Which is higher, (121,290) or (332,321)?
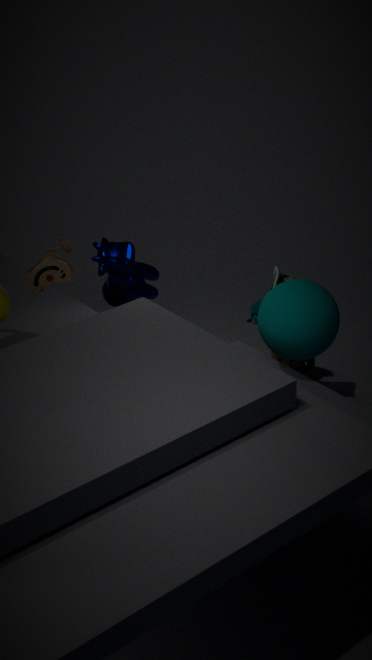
(332,321)
